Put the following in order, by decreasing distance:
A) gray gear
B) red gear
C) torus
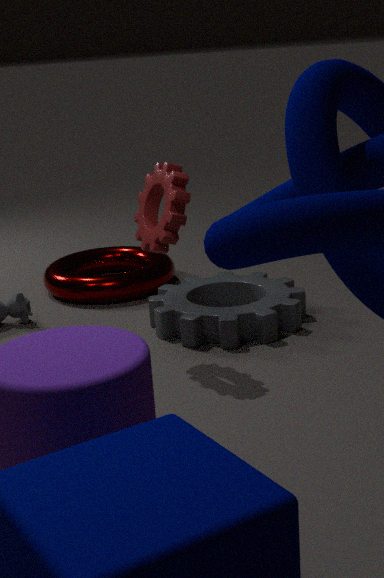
torus, gray gear, red gear
